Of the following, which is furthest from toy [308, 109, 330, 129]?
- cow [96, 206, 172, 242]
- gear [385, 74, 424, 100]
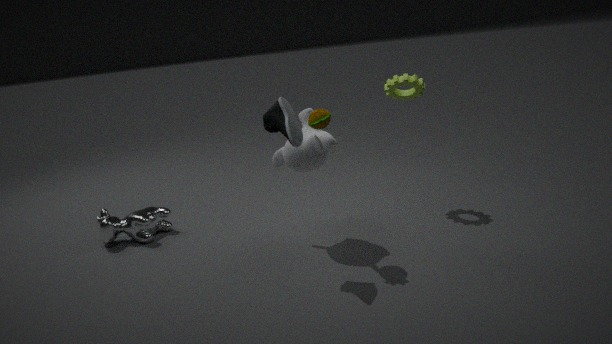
cow [96, 206, 172, 242]
